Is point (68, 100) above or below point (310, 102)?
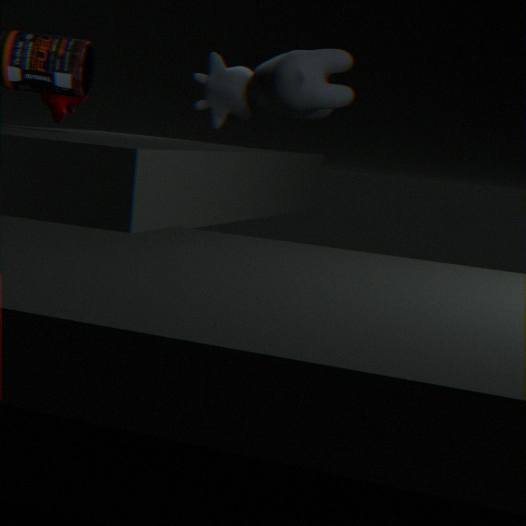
below
